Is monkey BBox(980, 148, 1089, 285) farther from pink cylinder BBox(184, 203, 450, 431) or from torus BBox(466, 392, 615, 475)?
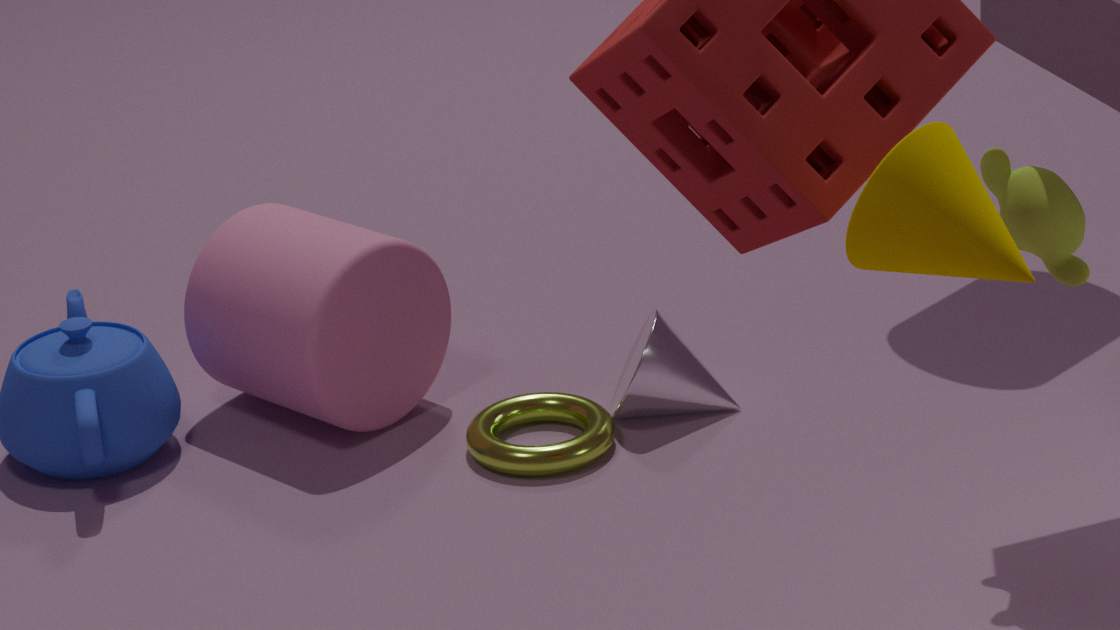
pink cylinder BBox(184, 203, 450, 431)
